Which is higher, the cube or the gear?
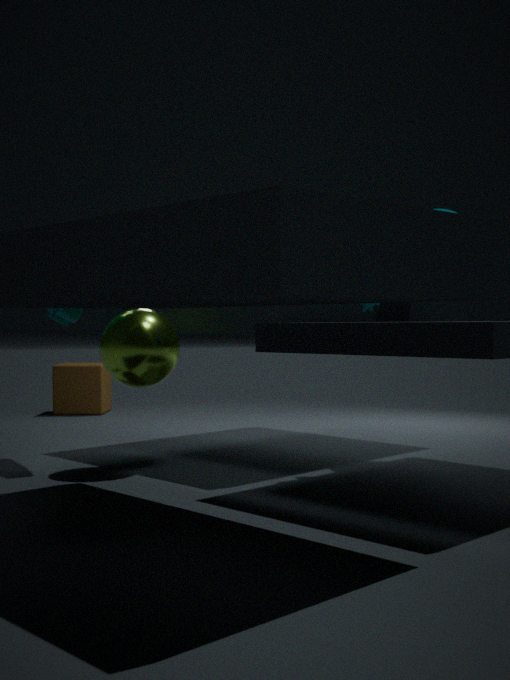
the gear
